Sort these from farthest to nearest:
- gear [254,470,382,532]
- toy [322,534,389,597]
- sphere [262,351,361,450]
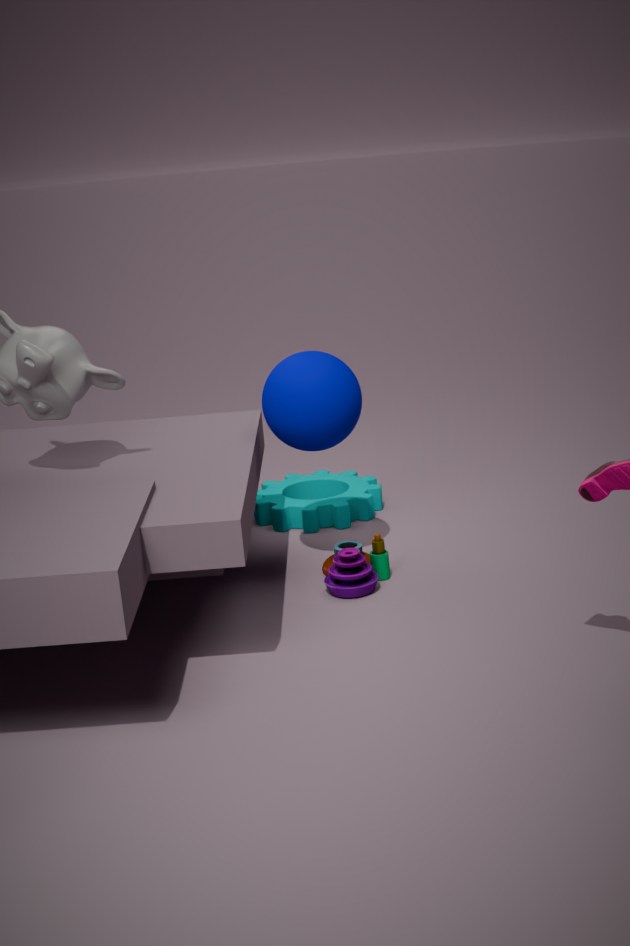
gear [254,470,382,532] → toy [322,534,389,597] → sphere [262,351,361,450]
